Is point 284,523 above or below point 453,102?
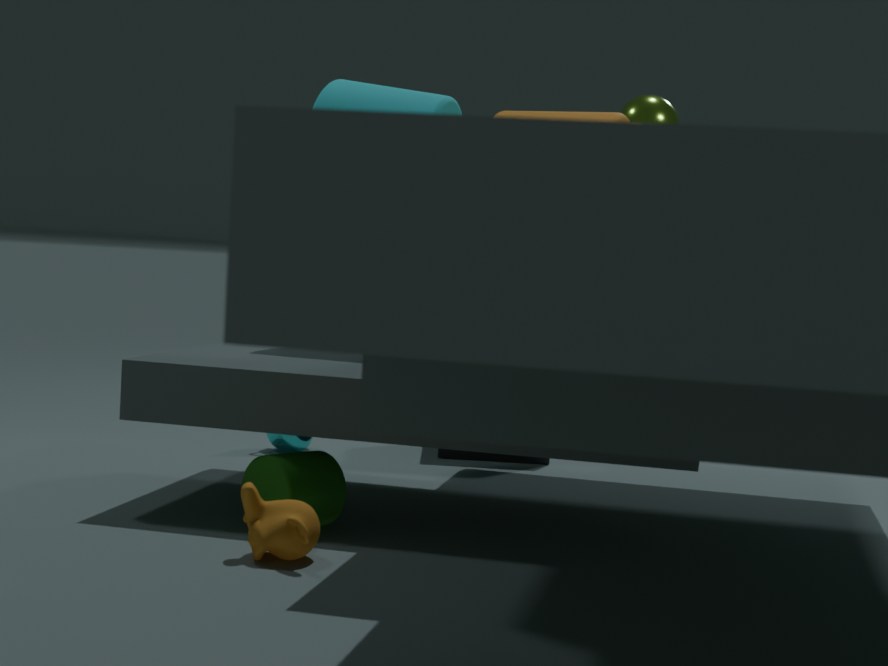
below
